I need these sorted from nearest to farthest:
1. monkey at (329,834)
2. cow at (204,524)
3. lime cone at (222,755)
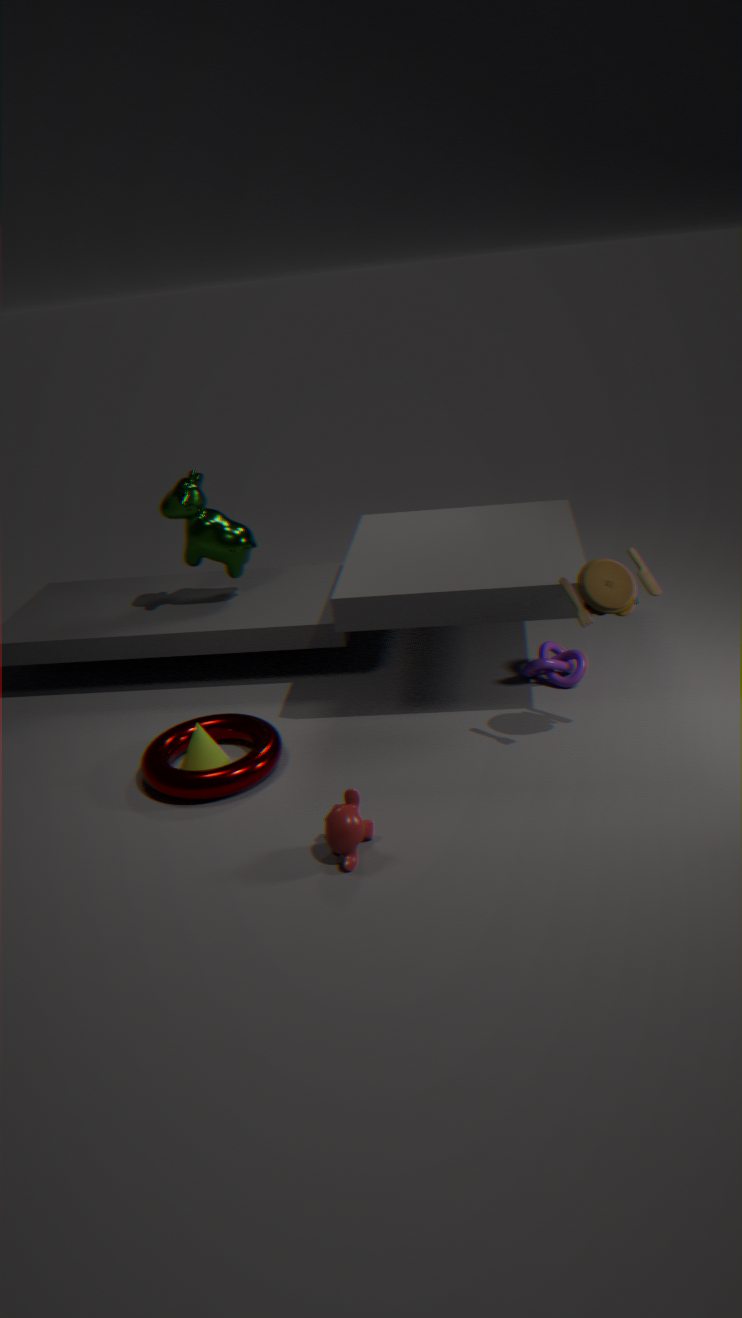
monkey at (329,834)
lime cone at (222,755)
cow at (204,524)
